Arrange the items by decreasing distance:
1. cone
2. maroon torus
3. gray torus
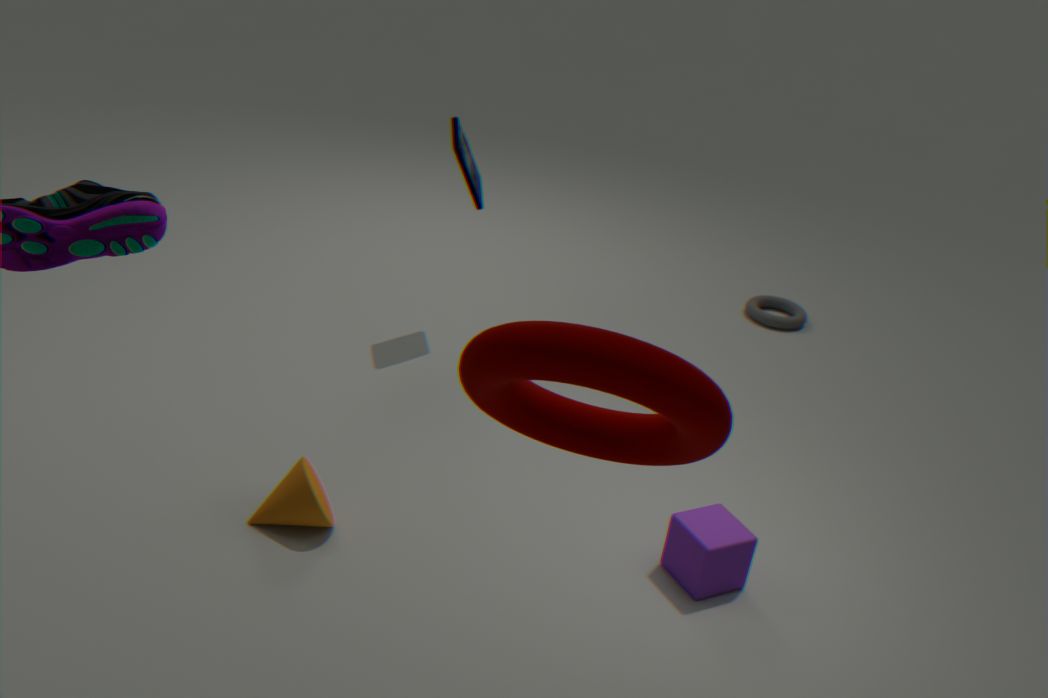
gray torus < cone < maroon torus
